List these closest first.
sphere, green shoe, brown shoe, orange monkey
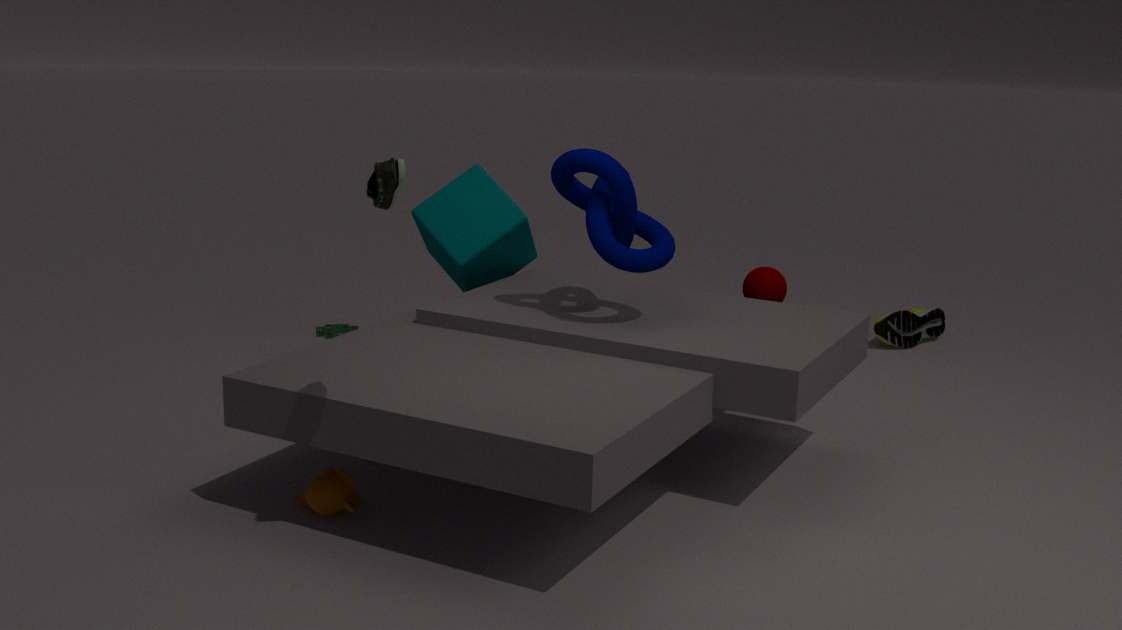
green shoe < orange monkey < sphere < brown shoe
